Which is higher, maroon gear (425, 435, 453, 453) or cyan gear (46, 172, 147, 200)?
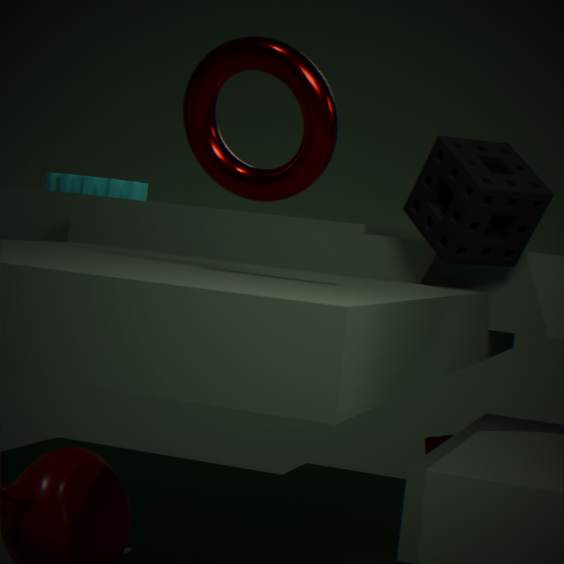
cyan gear (46, 172, 147, 200)
